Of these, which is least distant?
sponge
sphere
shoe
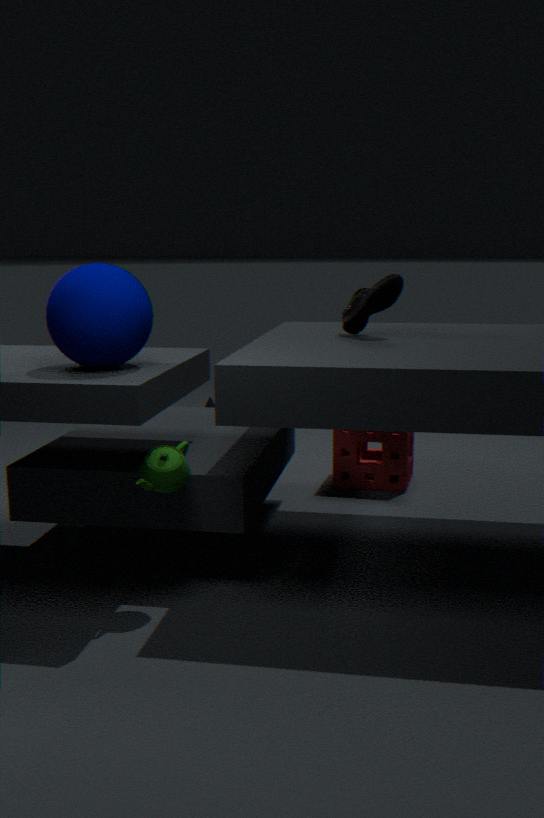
sphere
